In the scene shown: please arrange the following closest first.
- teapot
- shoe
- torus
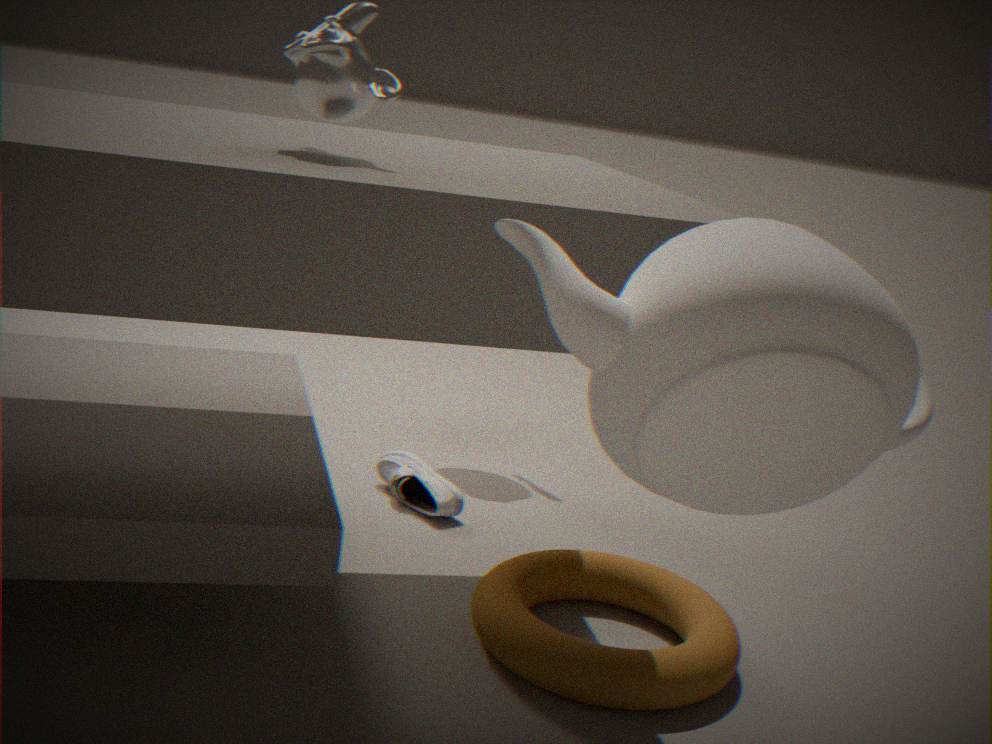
teapot < torus < shoe
